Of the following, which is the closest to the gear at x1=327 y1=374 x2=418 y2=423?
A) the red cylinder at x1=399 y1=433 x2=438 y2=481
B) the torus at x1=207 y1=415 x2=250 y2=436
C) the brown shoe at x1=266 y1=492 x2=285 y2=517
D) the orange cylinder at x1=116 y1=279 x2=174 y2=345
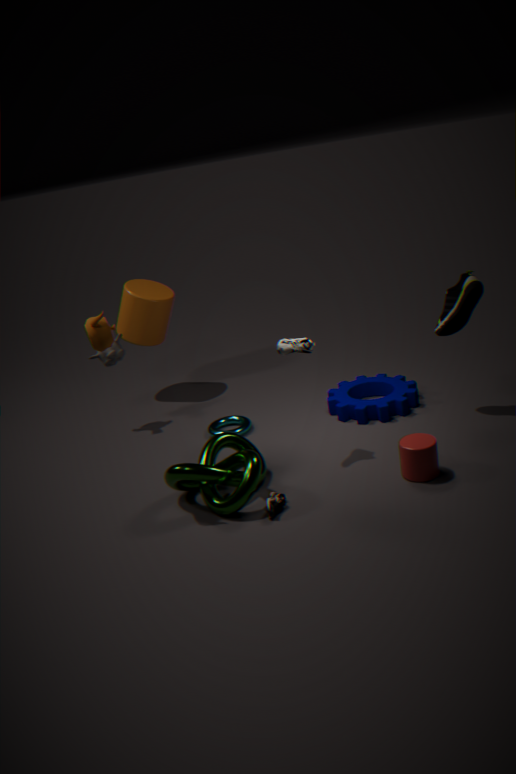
the torus at x1=207 y1=415 x2=250 y2=436
